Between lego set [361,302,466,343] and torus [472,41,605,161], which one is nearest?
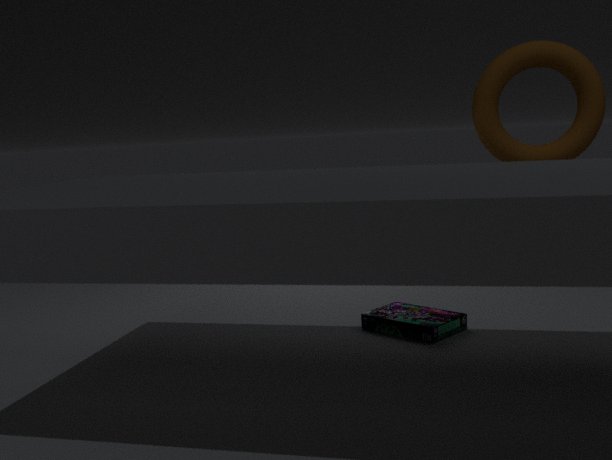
lego set [361,302,466,343]
